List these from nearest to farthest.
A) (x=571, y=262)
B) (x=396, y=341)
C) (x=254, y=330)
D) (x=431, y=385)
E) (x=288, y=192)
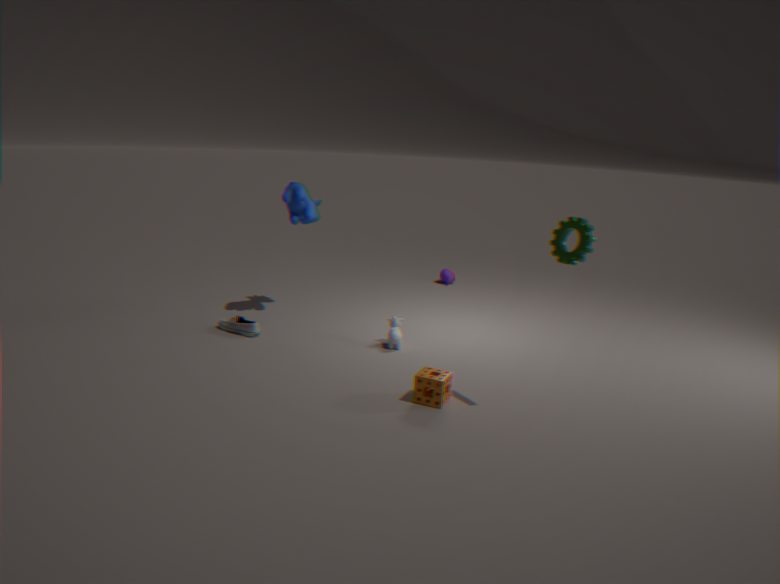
(x=571, y=262) → (x=431, y=385) → (x=396, y=341) → (x=254, y=330) → (x=288, y=192)
